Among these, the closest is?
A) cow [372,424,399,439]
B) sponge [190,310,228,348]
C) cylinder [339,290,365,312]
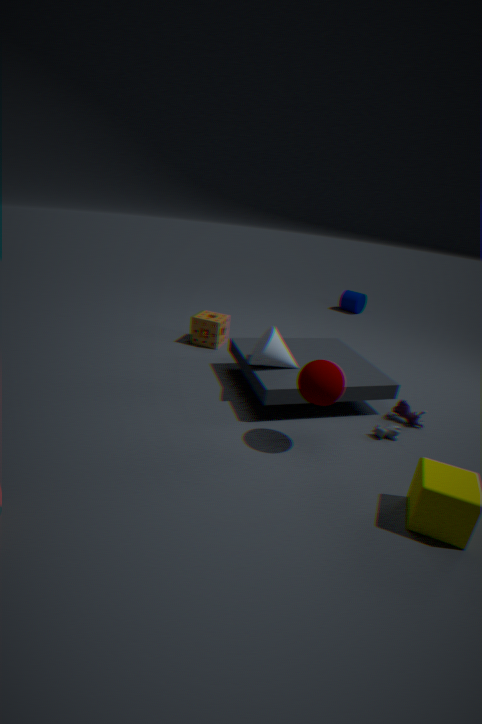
cow [372,424,399,439]
